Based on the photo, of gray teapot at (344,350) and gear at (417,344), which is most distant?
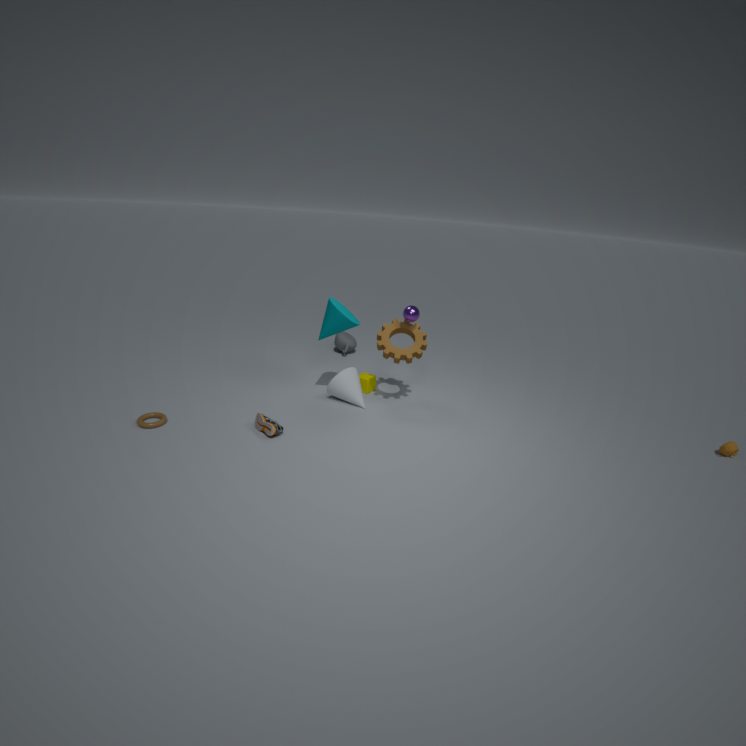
Answer: gray teapot at (344,350)
